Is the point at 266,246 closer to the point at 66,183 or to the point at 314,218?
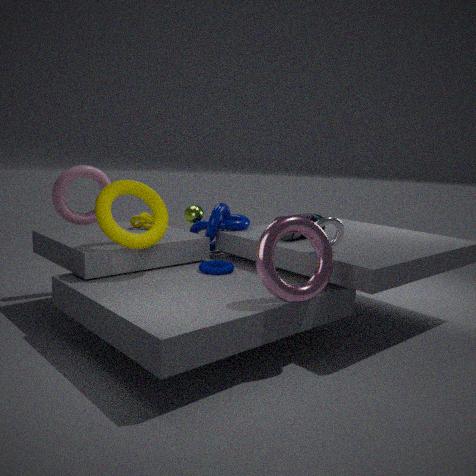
the point at 314,218
